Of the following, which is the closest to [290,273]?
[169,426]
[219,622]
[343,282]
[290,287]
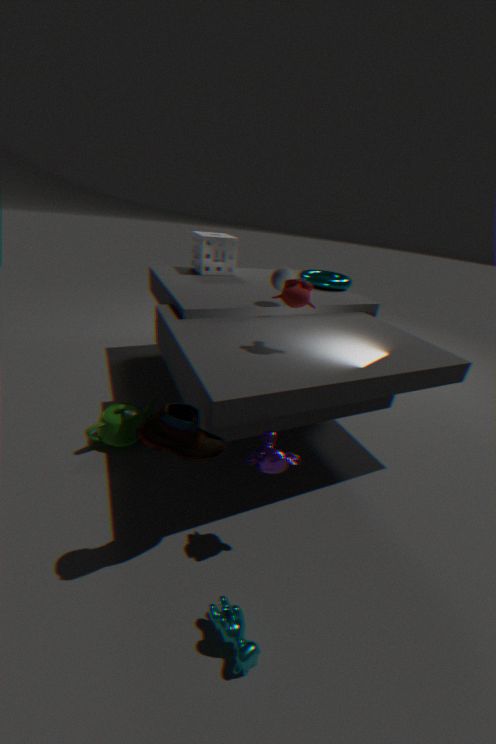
[290,287]
